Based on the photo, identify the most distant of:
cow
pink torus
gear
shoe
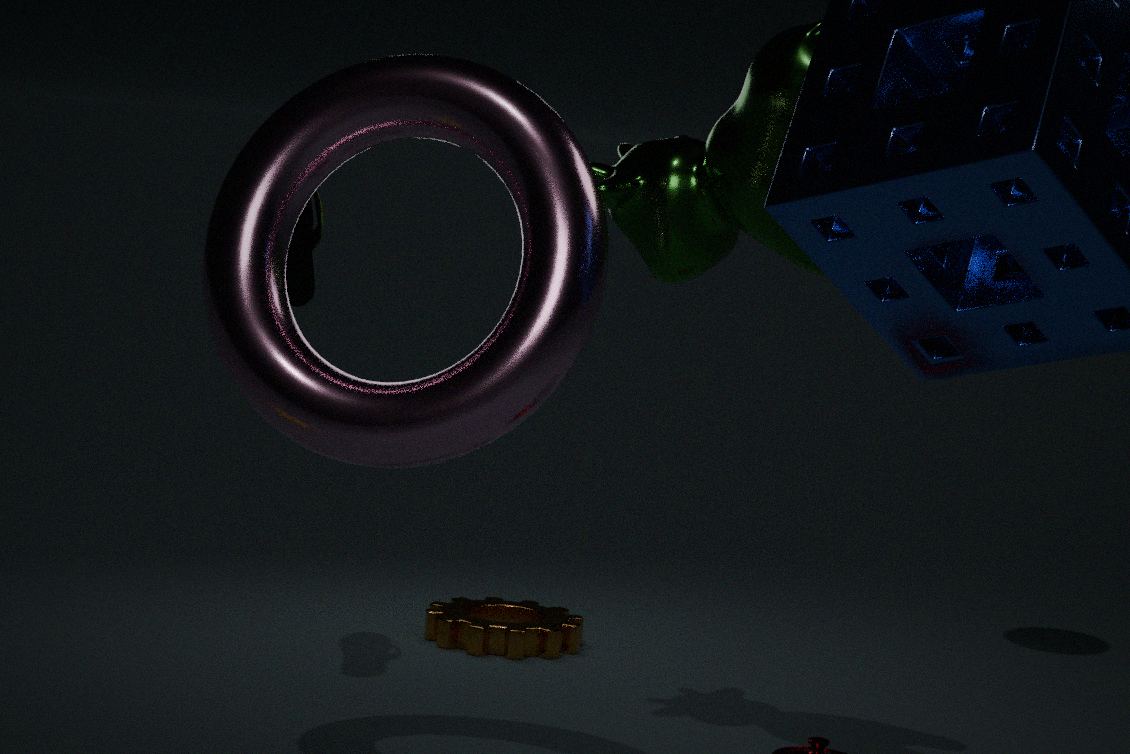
gear
